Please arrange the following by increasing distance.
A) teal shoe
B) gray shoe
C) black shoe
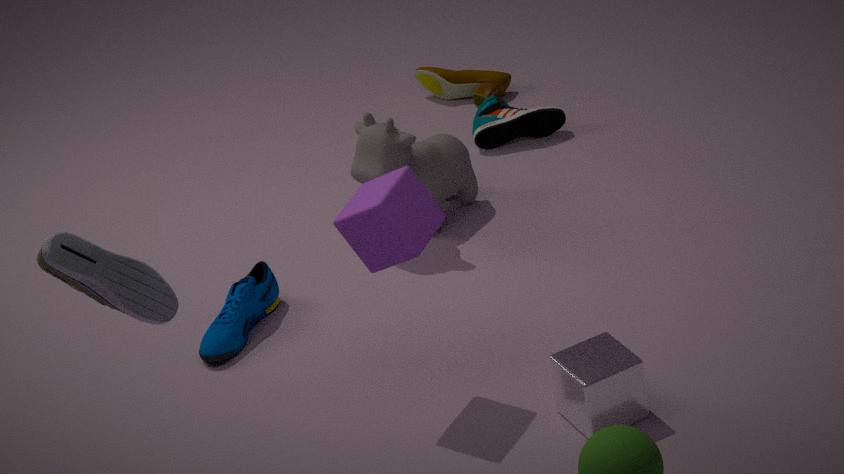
gray shoe
teal shoe
black shoe
